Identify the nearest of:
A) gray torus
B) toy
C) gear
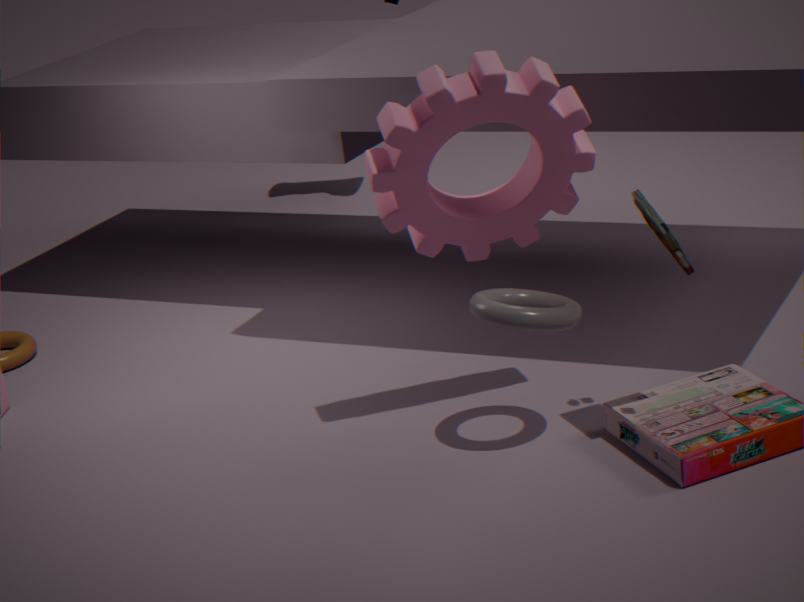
toy
